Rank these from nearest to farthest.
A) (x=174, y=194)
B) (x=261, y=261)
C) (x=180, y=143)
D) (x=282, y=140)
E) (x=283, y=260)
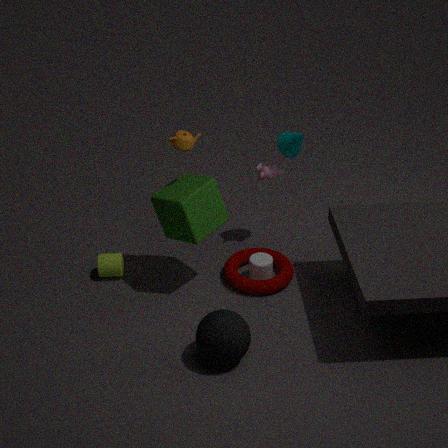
(x=180, y=143) → (x=174, y=194) → (x=261, y=261) → (x=282, y=140) → (x=283, y=260)
